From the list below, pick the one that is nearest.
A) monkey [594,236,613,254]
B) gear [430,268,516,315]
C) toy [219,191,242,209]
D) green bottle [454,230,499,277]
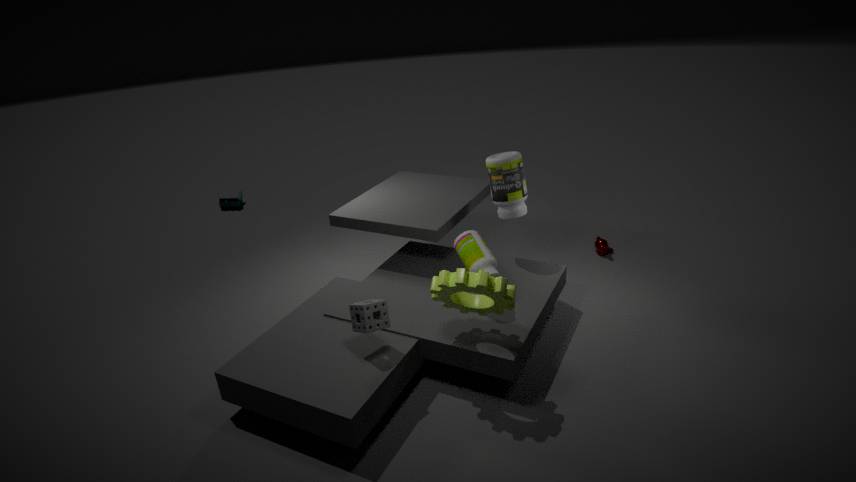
gear [430,268,516,315]
